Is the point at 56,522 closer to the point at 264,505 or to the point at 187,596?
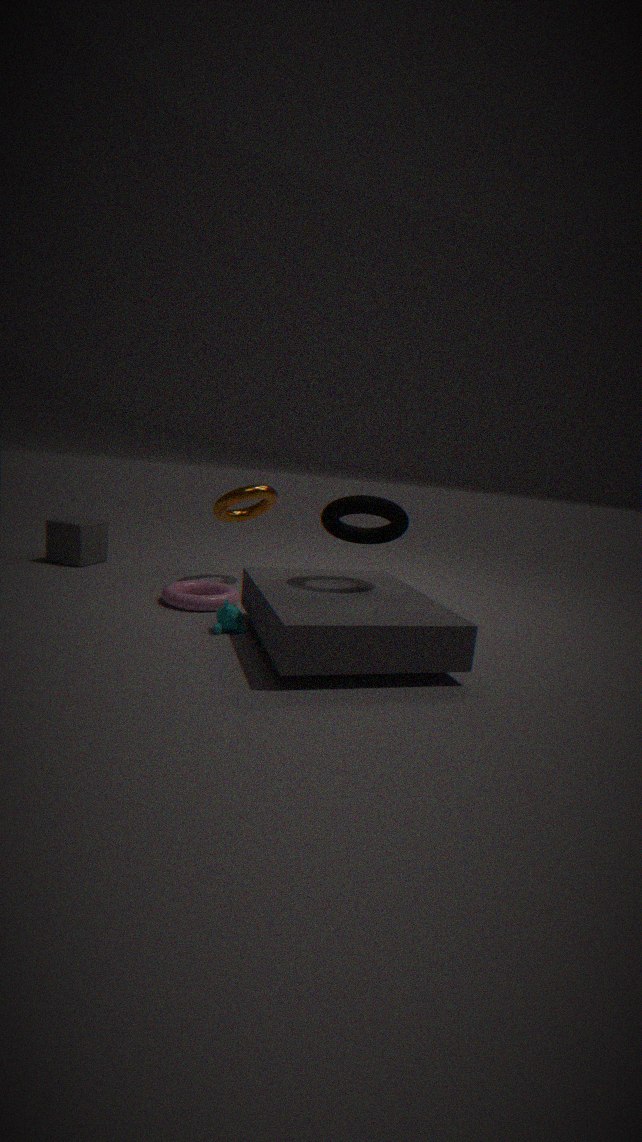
the point at 264,505
